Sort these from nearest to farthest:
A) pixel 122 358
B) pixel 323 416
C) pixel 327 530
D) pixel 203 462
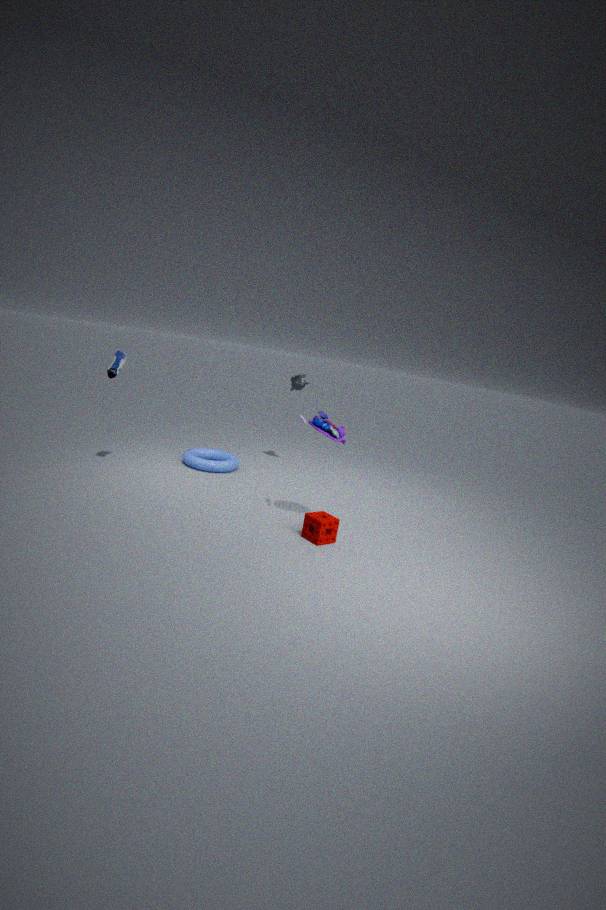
pixel 327 530, pixel 323 416, pixel 122 358, pixel 203 462
